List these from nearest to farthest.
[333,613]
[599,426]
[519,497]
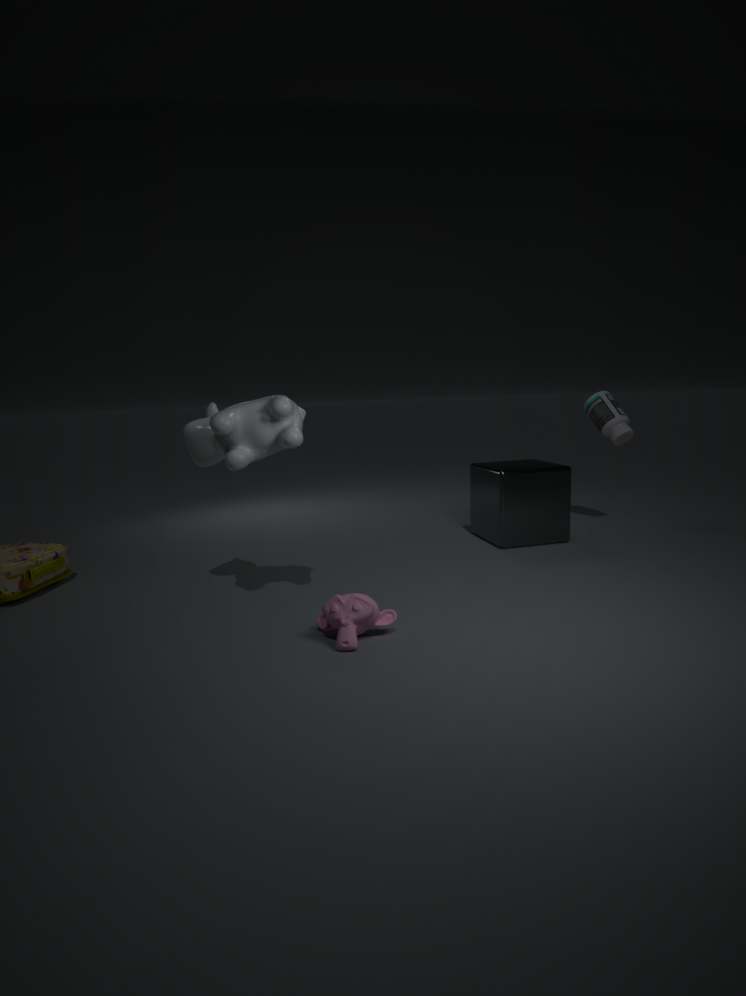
1. [333,613]
2. [519,497]
3. [599,426]
